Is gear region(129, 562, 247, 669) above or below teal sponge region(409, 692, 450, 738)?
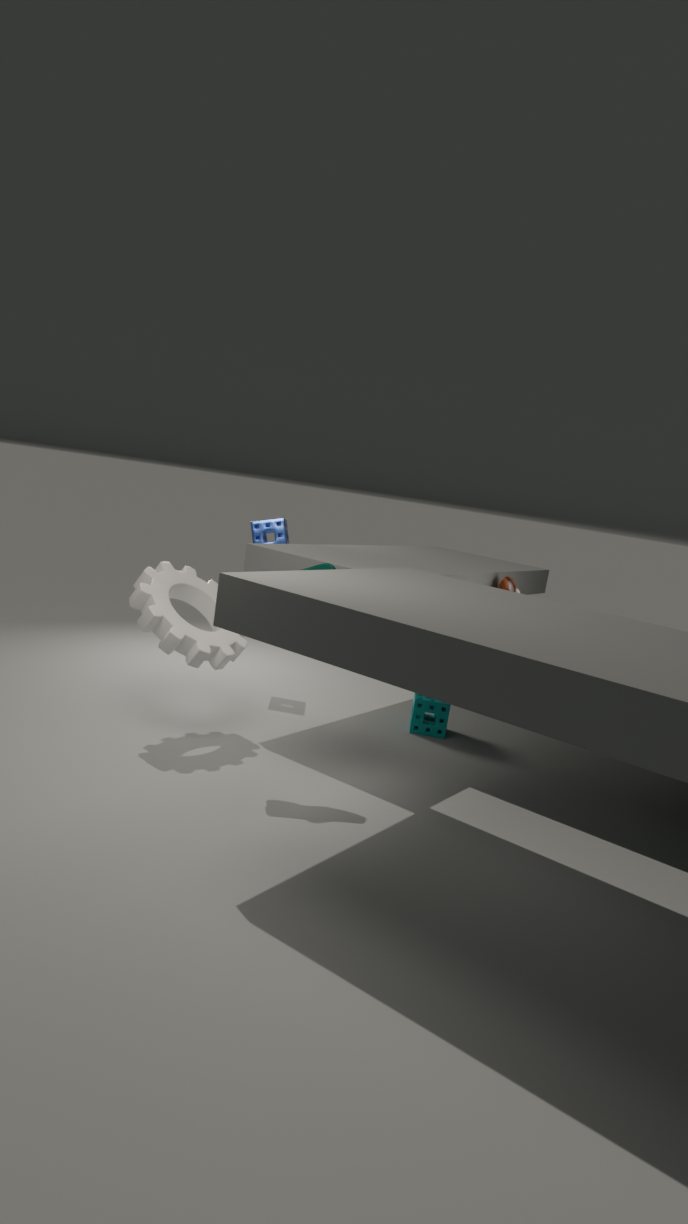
above
